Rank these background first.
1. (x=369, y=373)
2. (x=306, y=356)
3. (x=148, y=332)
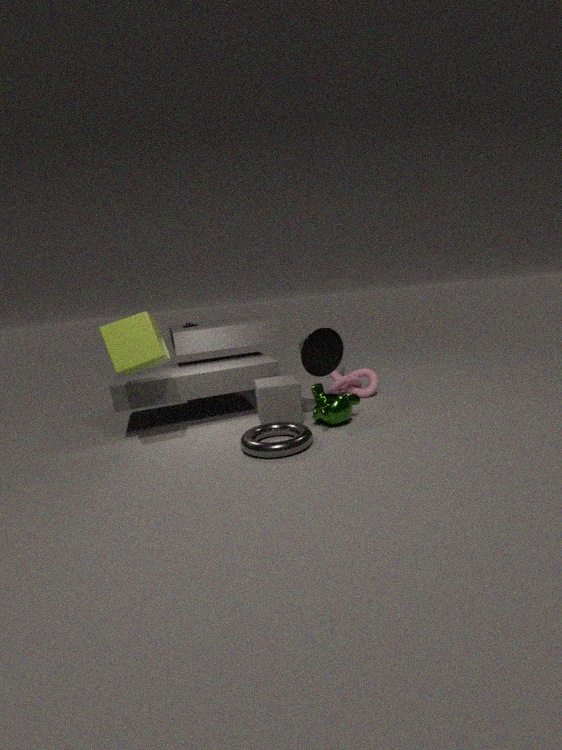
(x=369, y=373)
(x=306, y=356)
(x=148, y=332)
